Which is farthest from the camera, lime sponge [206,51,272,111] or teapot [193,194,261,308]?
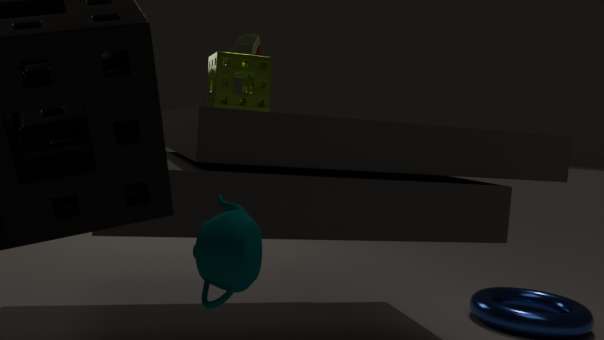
lime sponge [206,51,272,111]
